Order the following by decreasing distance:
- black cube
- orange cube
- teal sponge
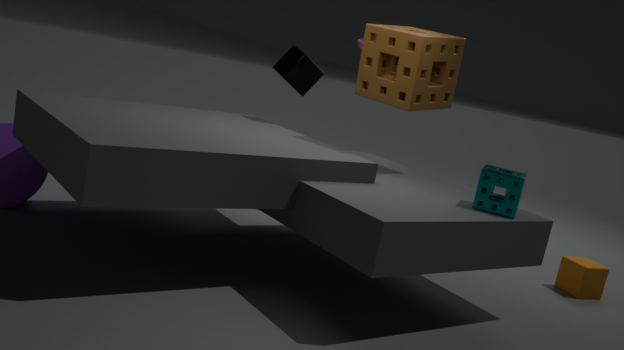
black cube < orange cube < teal sponge
